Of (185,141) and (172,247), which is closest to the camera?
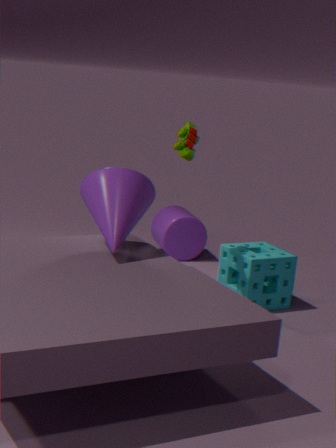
(185,141)
